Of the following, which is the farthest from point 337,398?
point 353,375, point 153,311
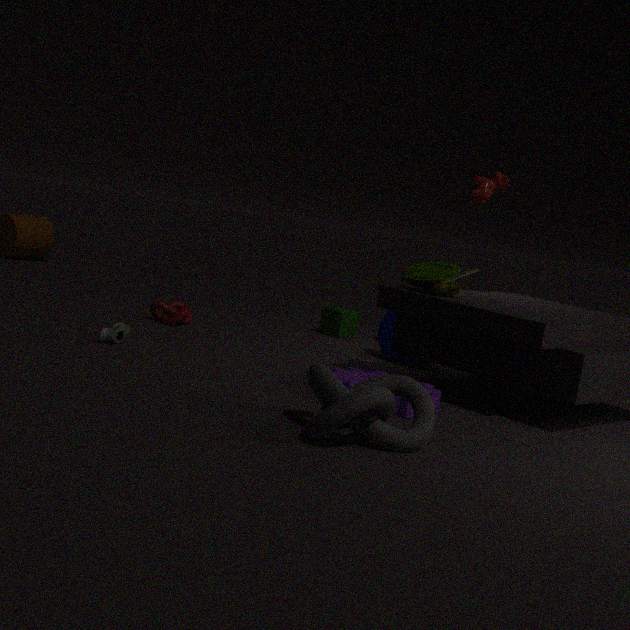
point 153,311
